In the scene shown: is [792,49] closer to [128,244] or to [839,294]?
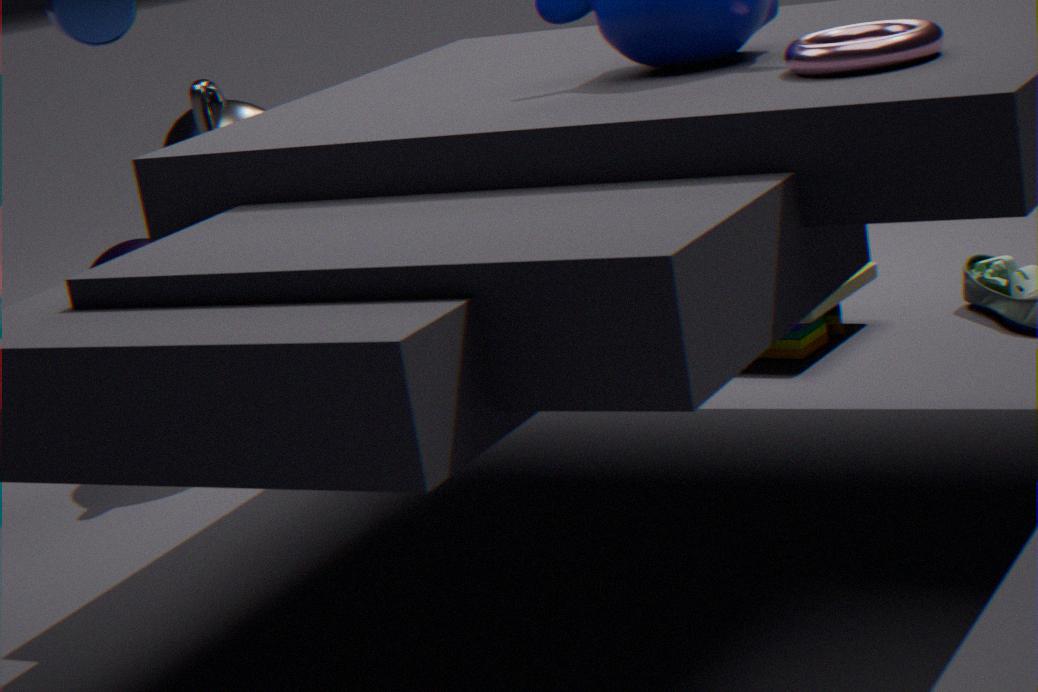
[839,294]
